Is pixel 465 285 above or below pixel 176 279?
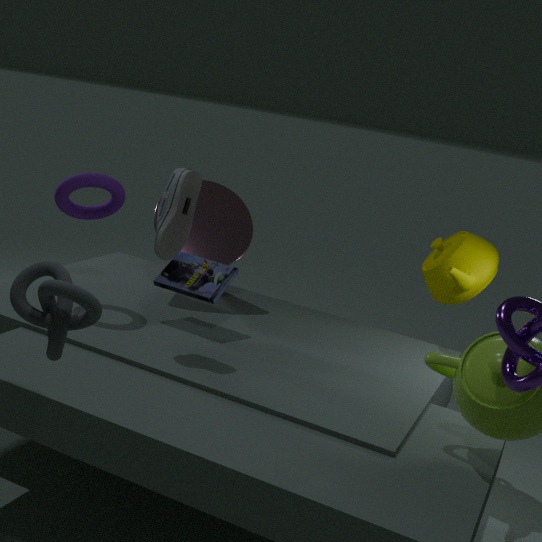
above
